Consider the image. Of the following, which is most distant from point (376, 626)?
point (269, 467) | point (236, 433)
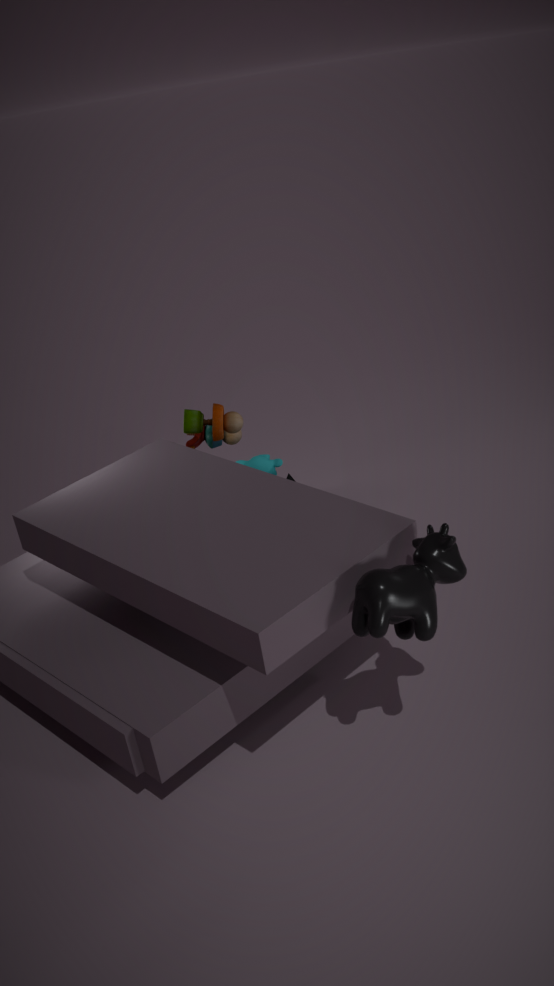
point (236, 433)
